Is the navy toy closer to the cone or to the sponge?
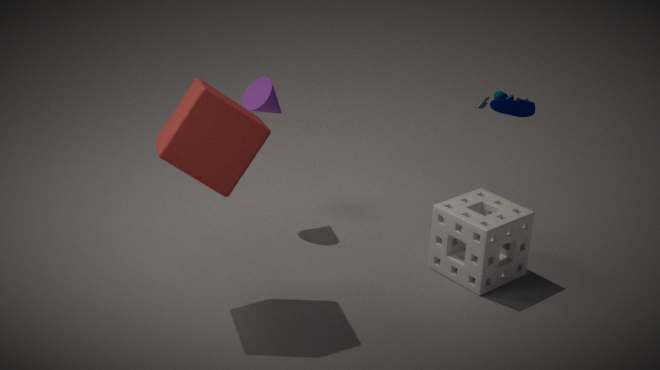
the sponge
